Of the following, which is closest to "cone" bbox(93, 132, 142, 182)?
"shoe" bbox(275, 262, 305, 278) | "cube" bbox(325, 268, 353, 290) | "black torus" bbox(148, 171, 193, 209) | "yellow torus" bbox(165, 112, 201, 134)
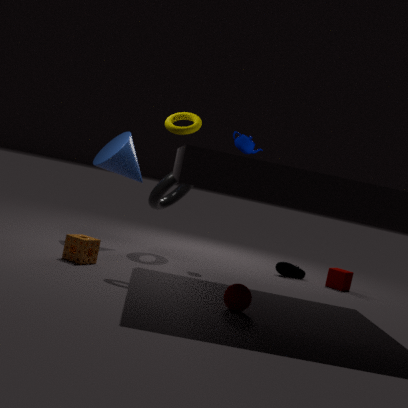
"black torus" bbox(148, 171, 193, 209)
